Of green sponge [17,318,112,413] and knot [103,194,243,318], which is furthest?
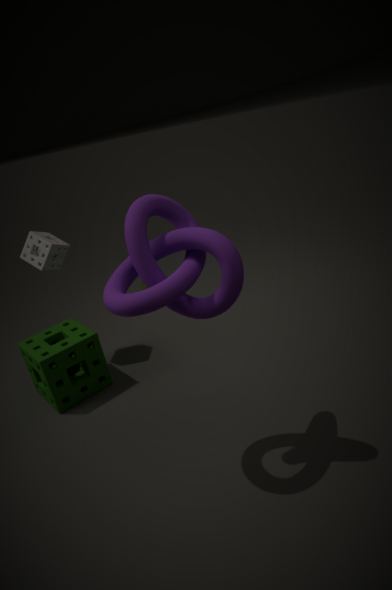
green sponge [17,318,112,413]
